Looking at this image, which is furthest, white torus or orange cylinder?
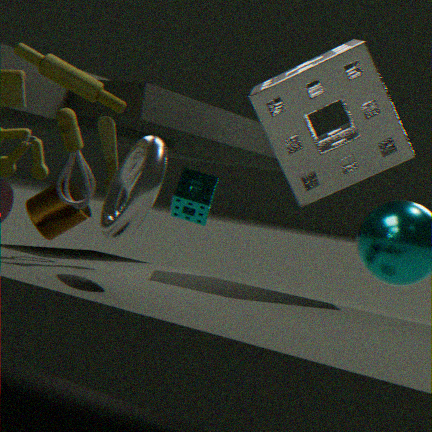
orange cylinder
